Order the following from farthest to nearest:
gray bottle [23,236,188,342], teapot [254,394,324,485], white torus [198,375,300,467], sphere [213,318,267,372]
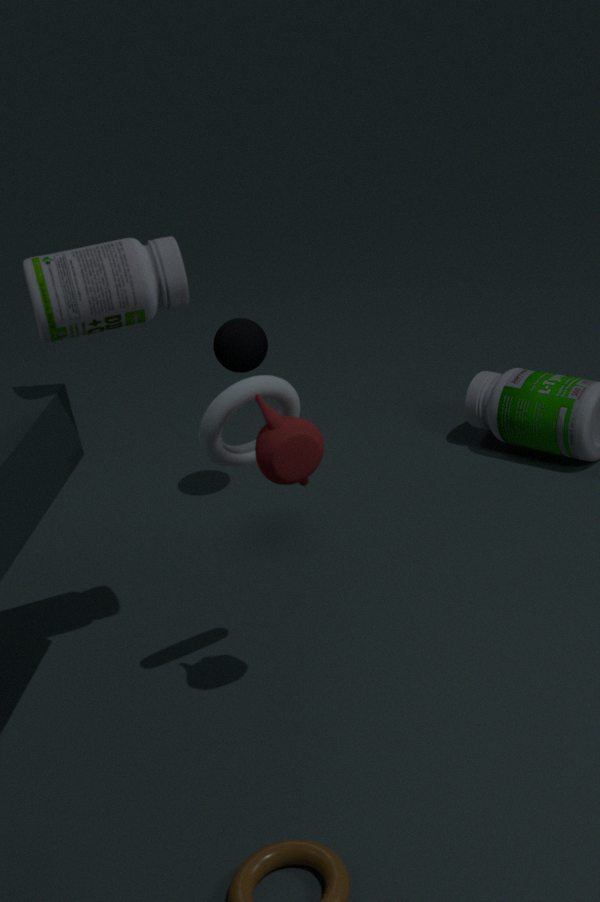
sphere [213,318,267,372], white torus [198,375,300,467], gray bottle [23,236,188,342], teapot [254,394,324,485]
